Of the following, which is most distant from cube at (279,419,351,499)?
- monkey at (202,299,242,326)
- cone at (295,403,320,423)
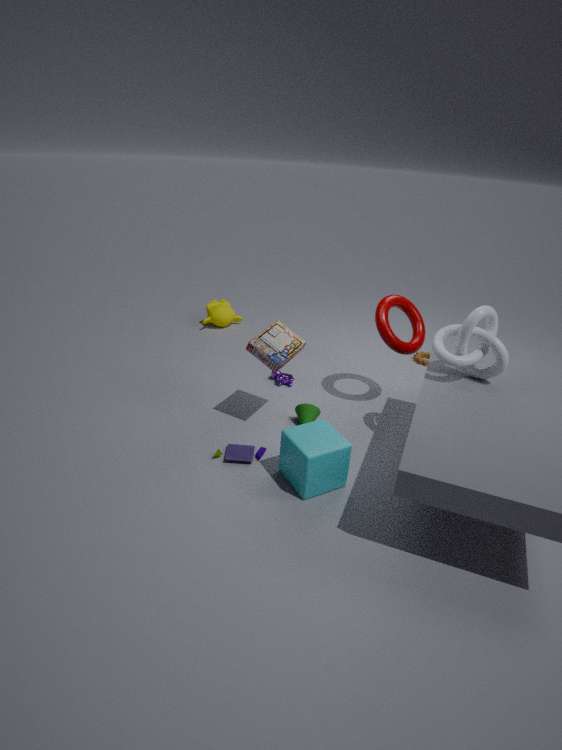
monkey at (202,299,242,326)
